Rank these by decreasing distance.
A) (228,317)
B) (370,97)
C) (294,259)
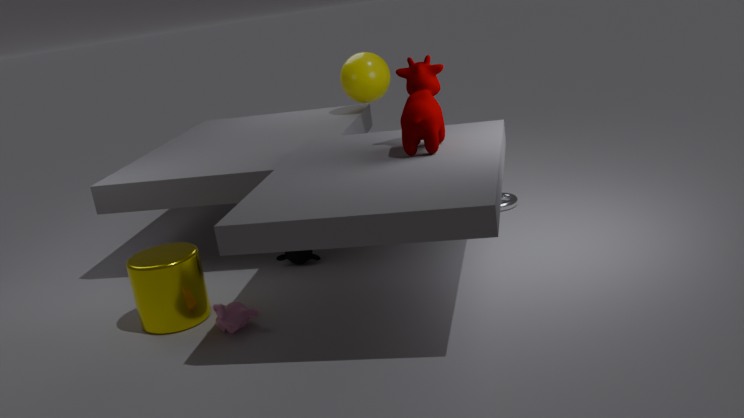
(370,97) < (294,259) < (228,317)
